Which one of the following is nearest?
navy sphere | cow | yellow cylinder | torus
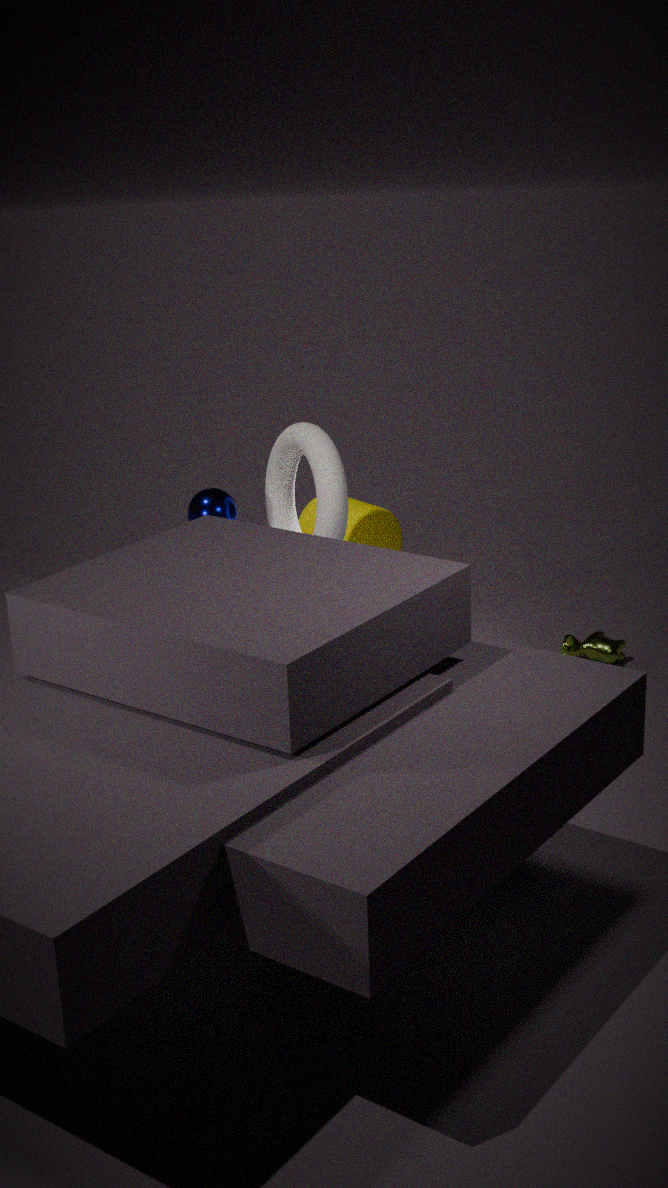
torus
